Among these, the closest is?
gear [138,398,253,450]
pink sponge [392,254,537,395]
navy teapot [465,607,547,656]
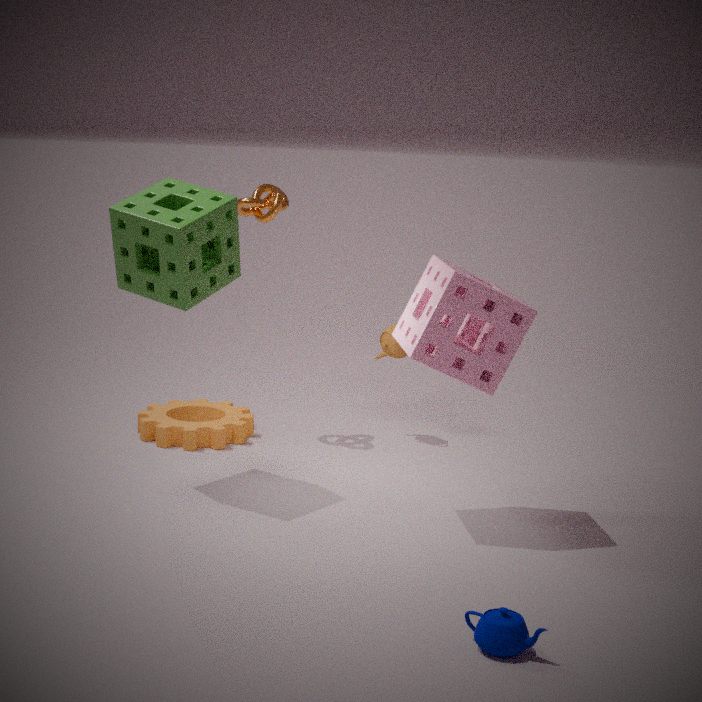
navy teapot [465,607,547,656]
